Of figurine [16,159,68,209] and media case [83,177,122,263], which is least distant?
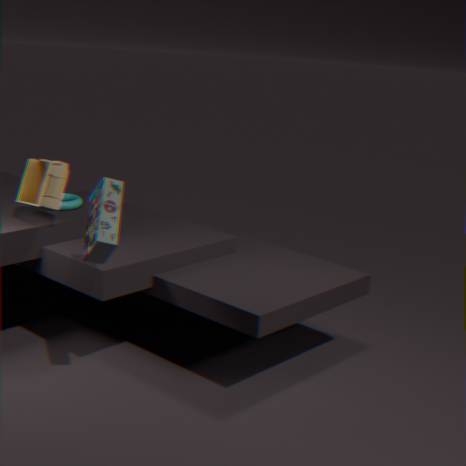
media case [83,177,122,263]
